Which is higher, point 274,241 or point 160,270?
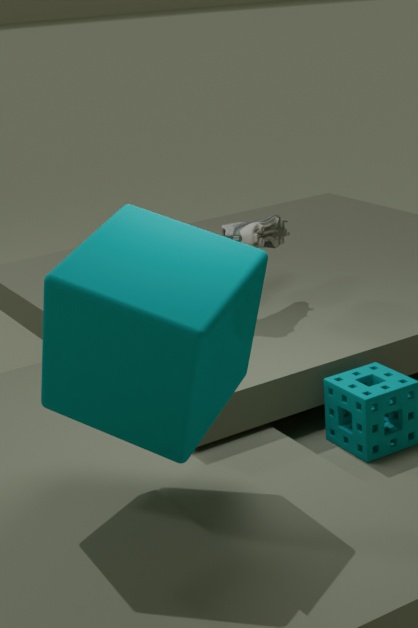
point 160,270
